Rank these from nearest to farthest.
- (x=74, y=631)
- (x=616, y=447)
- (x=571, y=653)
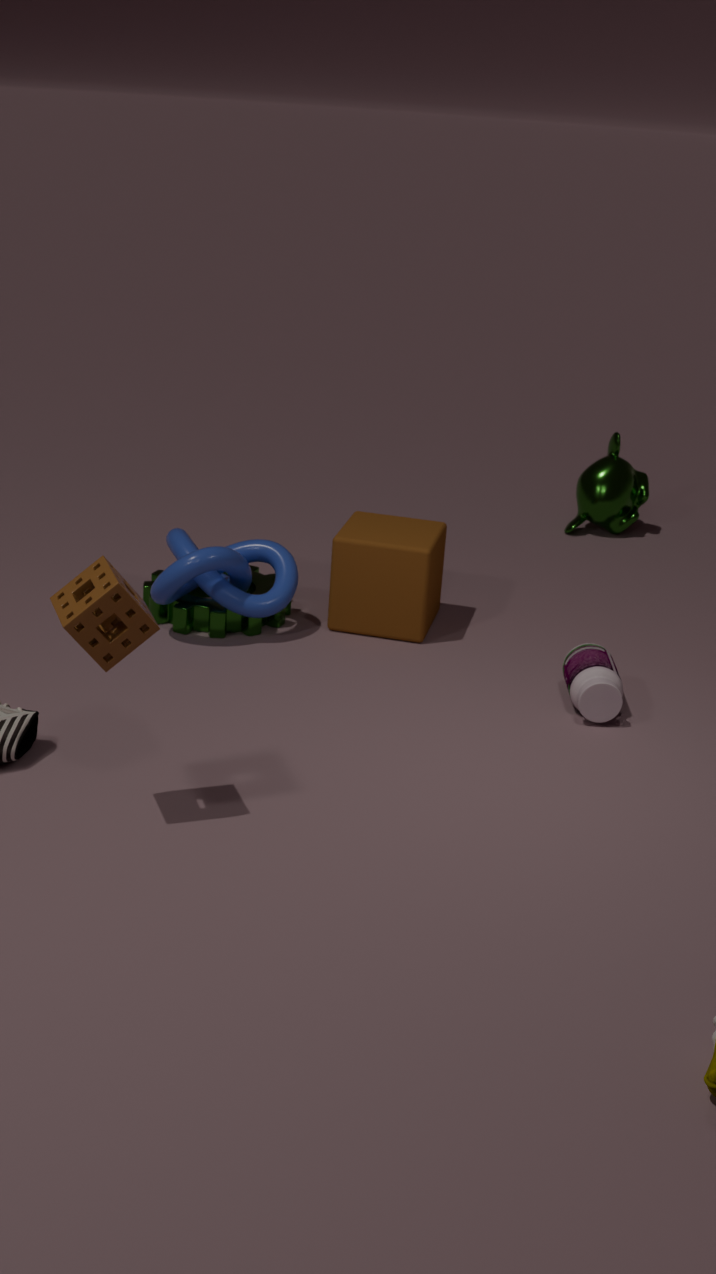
1. (x=74, y=631)
2. (x=571, y=653)
3. (x=616, y=447)
